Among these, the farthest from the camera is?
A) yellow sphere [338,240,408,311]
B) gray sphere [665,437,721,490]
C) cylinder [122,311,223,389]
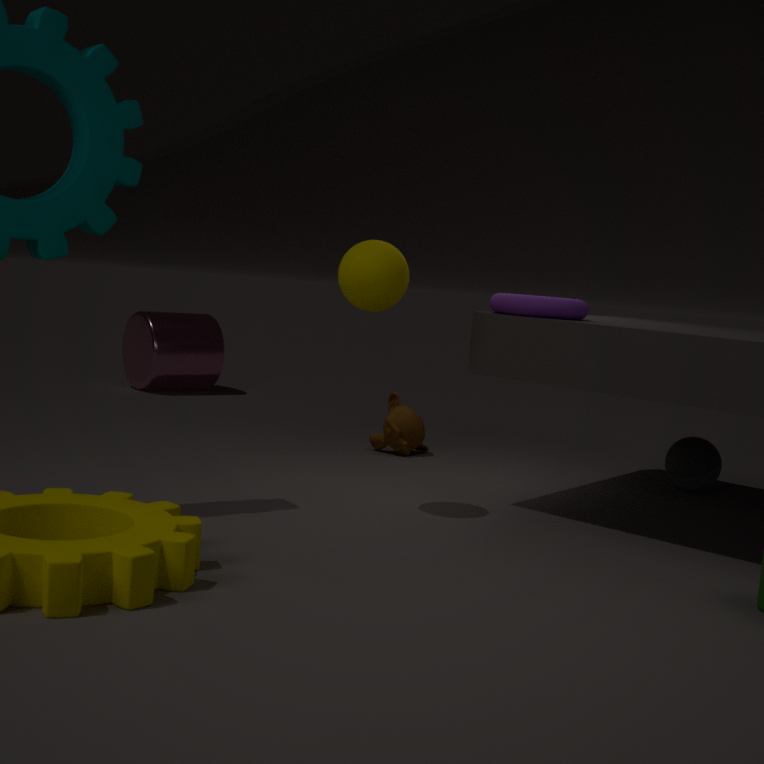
cylinder [122,311,223,389]
